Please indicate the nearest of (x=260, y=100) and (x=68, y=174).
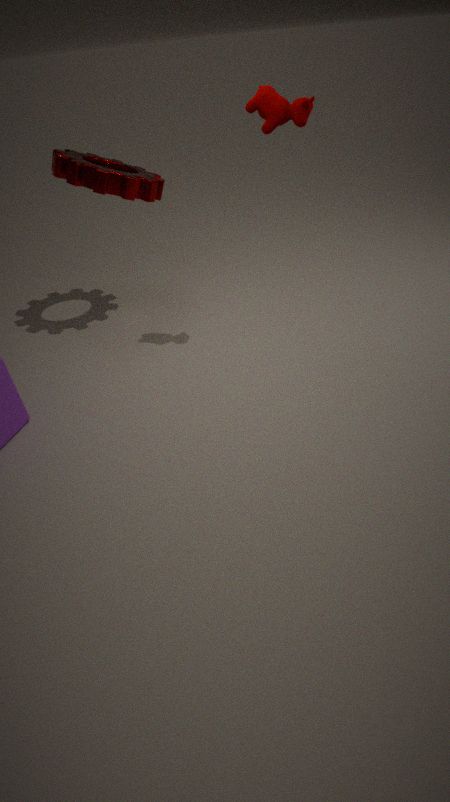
(x=260, y=100)
